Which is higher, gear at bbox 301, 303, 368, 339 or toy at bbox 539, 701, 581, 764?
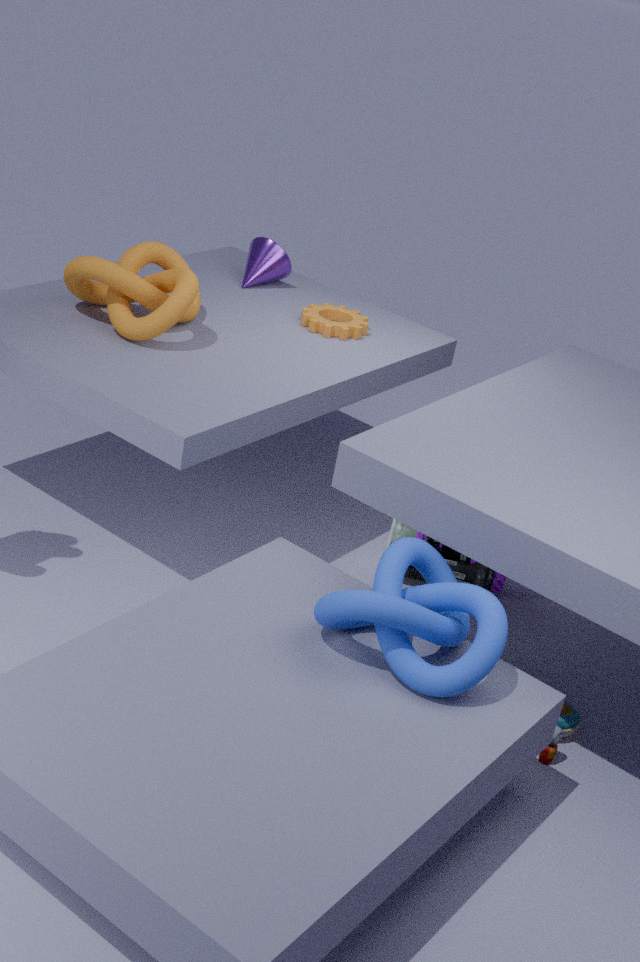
gear at bbox 301, 303, 368, 339
